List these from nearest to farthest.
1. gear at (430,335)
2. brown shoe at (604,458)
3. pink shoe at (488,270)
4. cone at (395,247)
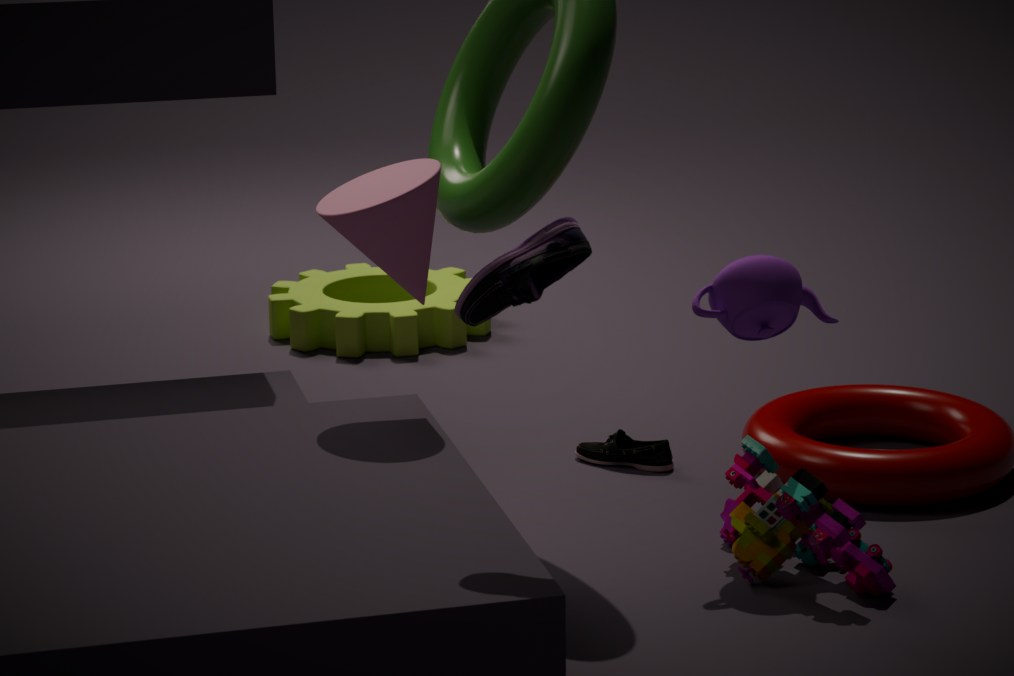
1. pink shoe at (488,270)
2. cone at (395,247)
3. brown shoe at (604,458)
4. gear at (430,335)
